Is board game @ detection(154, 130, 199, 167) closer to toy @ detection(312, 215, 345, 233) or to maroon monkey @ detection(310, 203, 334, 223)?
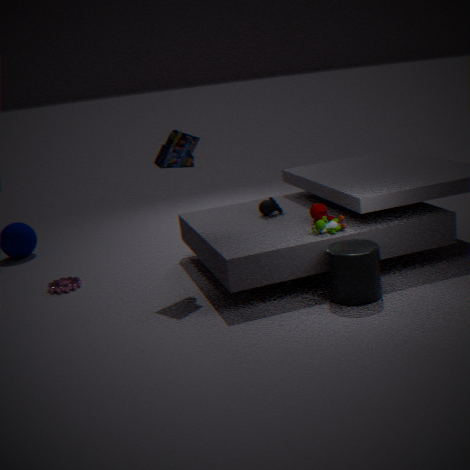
maroon monkey @ detection(310, 203, 334, 223)
